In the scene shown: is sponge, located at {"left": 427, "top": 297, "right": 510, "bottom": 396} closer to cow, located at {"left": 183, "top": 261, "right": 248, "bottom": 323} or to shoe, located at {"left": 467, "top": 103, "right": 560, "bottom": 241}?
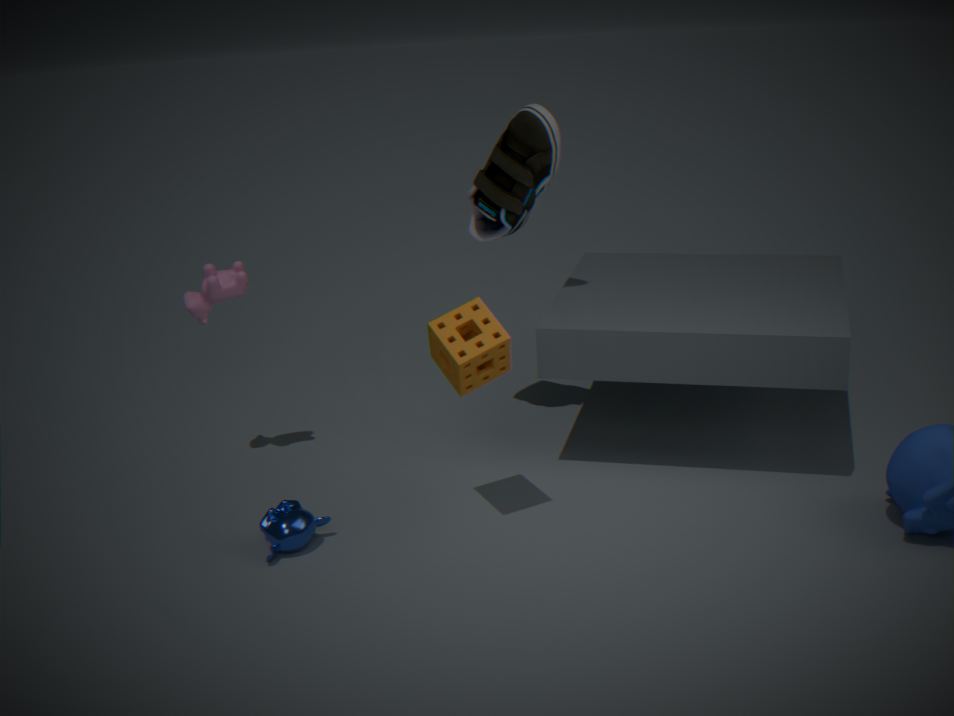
shoe, located at {"left": 467, "top": 103, "right": 560, "bottom": 241}
